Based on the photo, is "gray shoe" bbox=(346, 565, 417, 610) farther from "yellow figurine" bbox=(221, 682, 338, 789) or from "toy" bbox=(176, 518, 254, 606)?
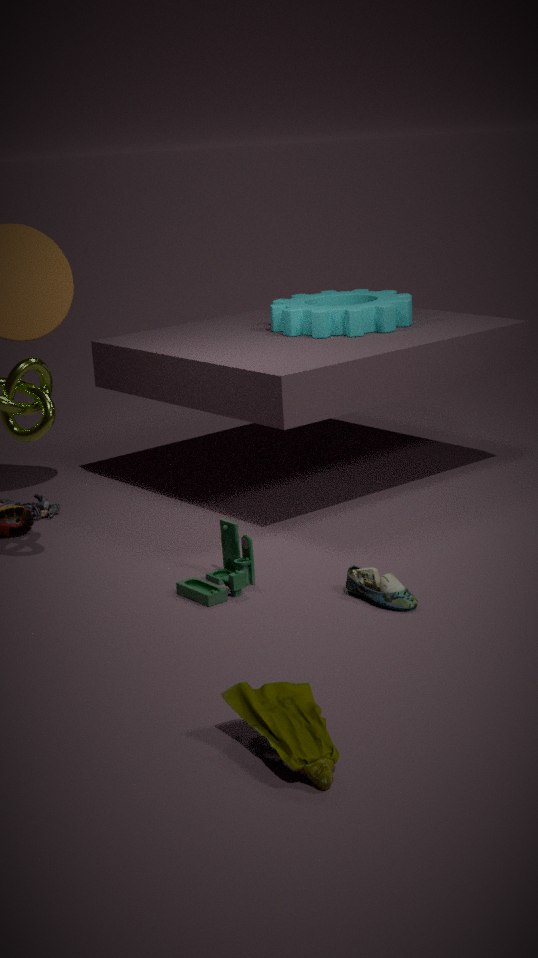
"yellow figurine" bbox=(221, 682, 338, 789)
